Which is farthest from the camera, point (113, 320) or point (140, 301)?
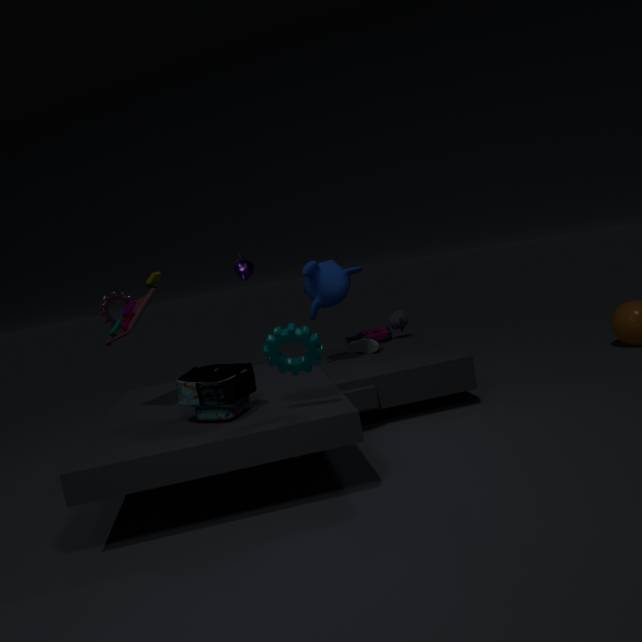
point (113, 320)
